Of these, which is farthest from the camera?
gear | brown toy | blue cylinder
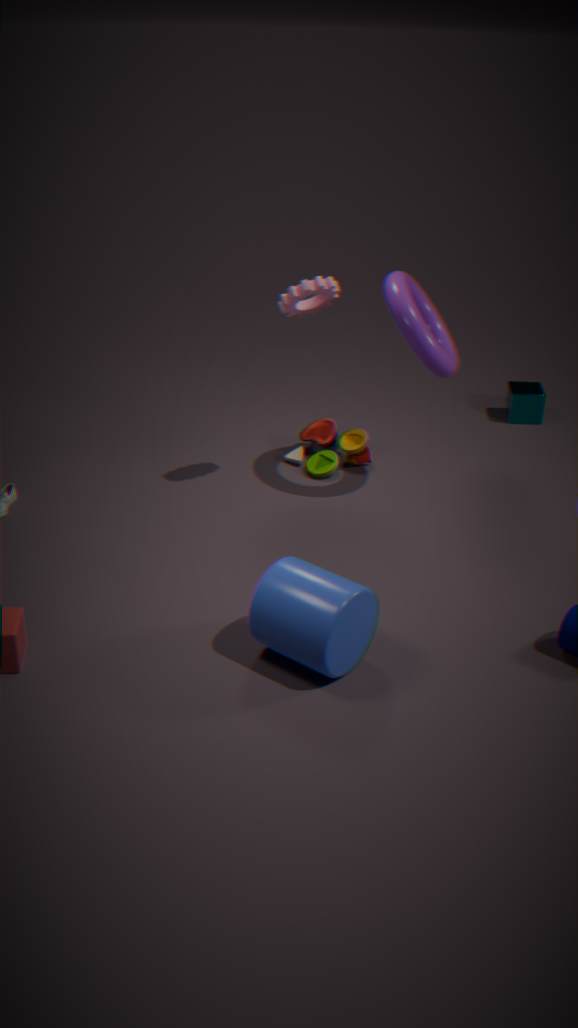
brown toy
